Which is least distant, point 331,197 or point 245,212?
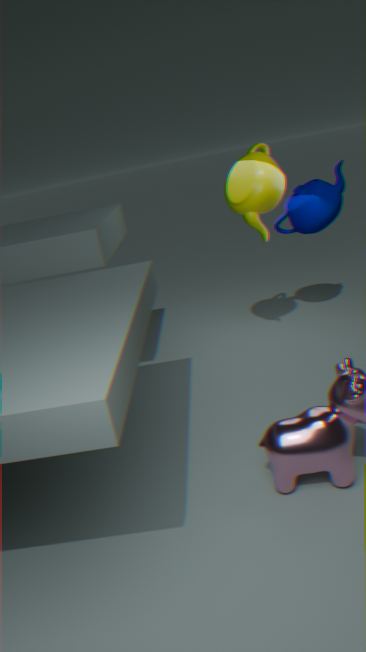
point 245,212
